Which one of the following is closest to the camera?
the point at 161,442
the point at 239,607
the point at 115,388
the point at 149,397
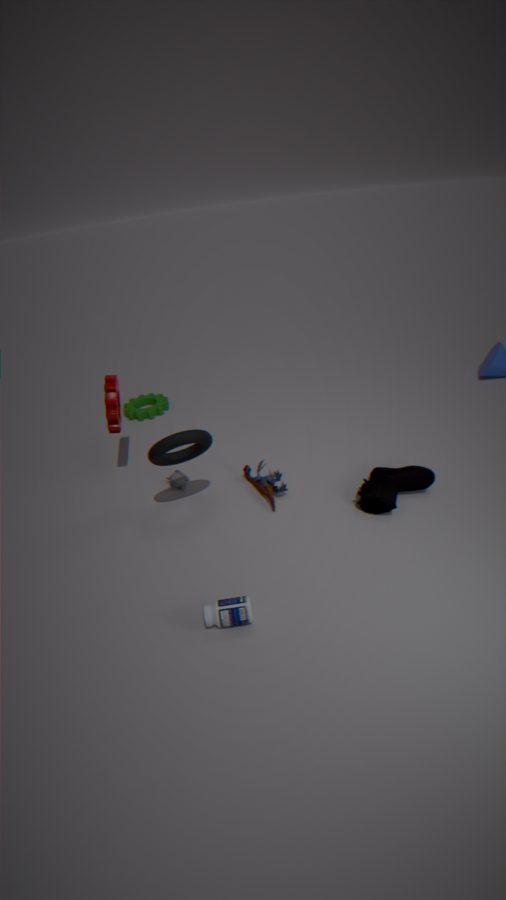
the point at 239,607
